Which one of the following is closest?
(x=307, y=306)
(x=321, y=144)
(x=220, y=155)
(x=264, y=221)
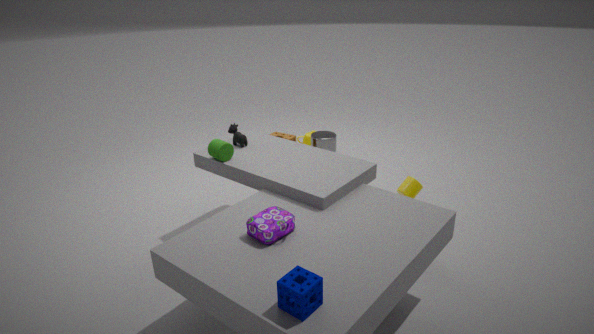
(x=307, y=306)
